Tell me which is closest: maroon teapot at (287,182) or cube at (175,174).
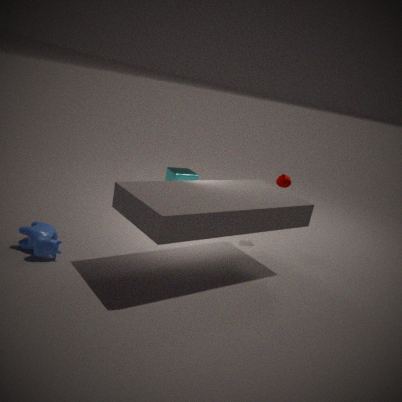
maroon teapot at (287,182)
